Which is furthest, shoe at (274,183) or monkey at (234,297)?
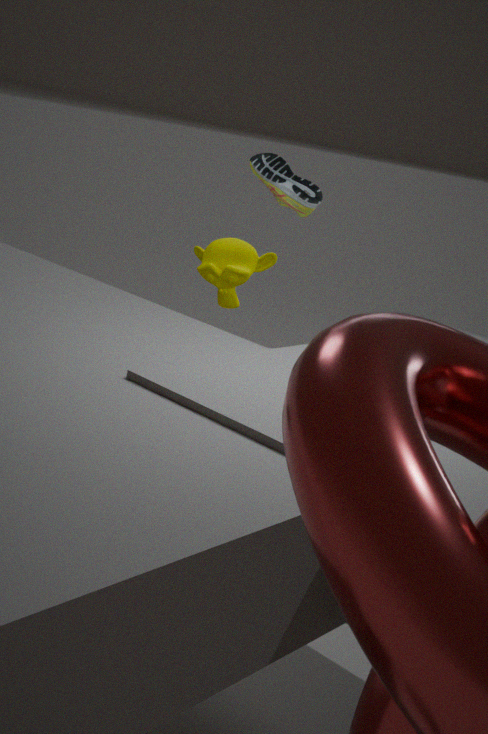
monkey at (234,297)
